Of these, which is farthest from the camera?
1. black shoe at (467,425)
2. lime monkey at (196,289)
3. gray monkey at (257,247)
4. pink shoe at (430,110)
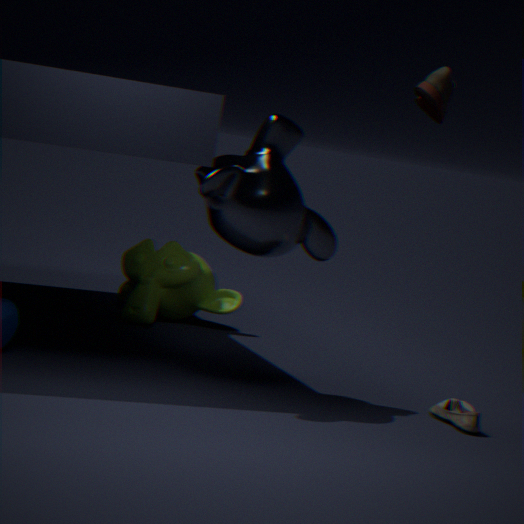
lime monkey at (196,289)
